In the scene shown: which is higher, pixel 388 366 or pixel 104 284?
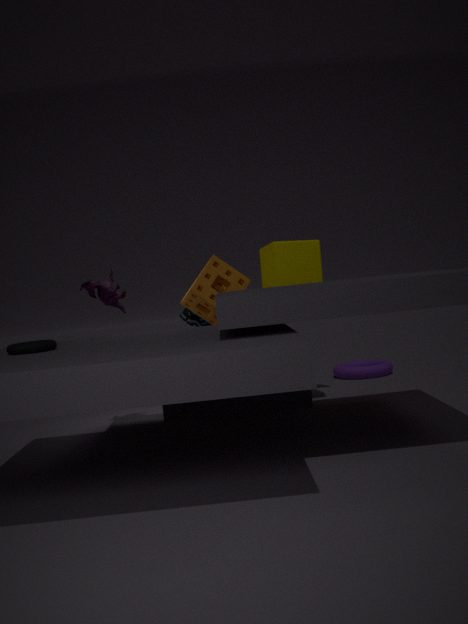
pixel 104 284
